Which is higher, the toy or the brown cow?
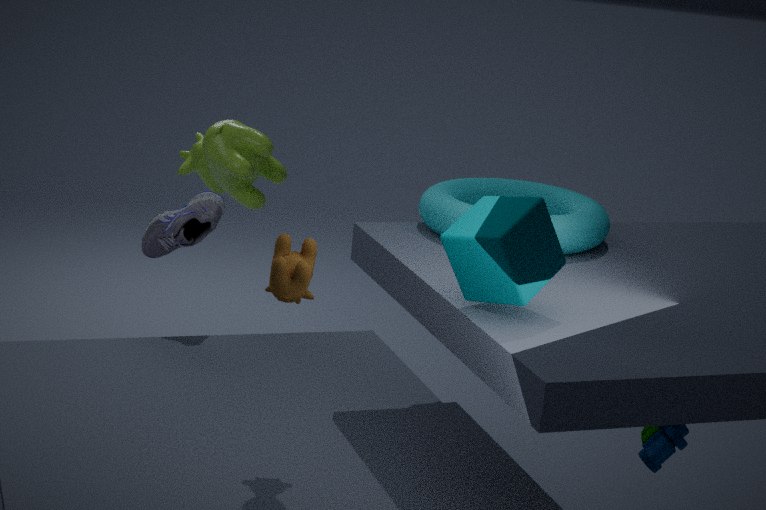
the brown cow
